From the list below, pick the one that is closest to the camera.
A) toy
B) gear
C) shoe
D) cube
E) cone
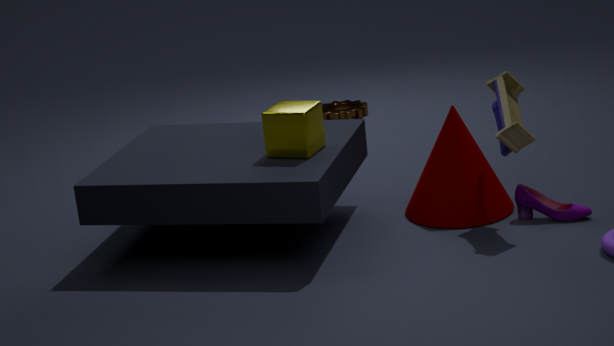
toy
